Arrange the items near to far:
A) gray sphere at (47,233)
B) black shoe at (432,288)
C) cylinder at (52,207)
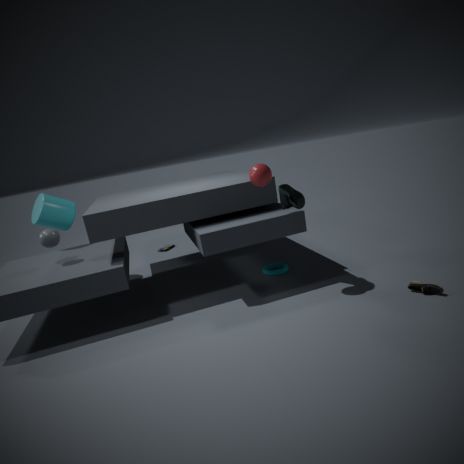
black shoe at (432,288) → gray sphere at (47,233) → cylinder at (52,207)
